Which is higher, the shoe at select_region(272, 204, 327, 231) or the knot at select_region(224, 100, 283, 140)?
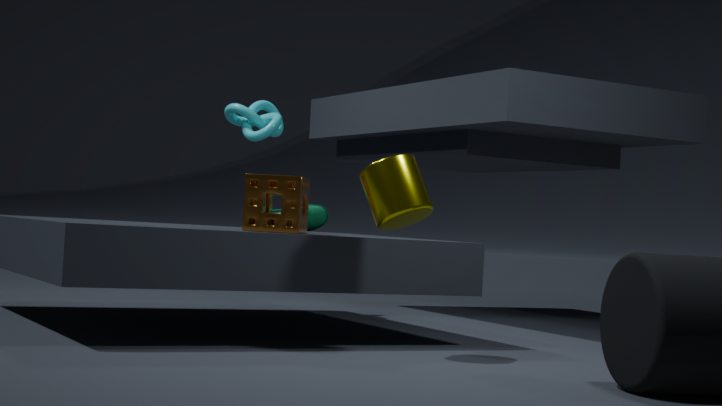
the knot at select_region(224, 100, 283, 140)
